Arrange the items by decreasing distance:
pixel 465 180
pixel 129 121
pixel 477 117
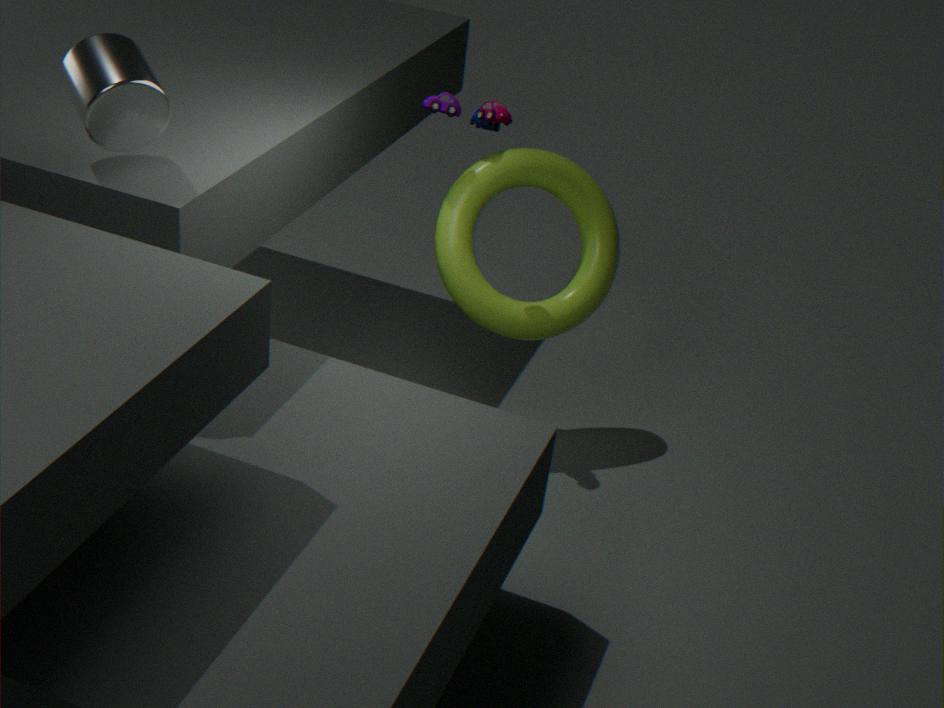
1. pixel 465 180
2. pixel 477 117
3. pixel 129 121
